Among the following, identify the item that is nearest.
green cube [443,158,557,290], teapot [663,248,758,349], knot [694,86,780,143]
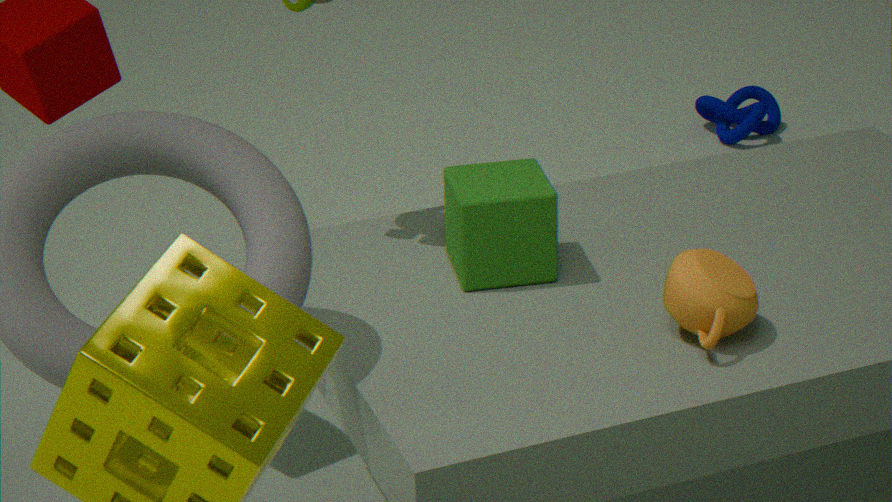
teapot [663,248,758,349]
